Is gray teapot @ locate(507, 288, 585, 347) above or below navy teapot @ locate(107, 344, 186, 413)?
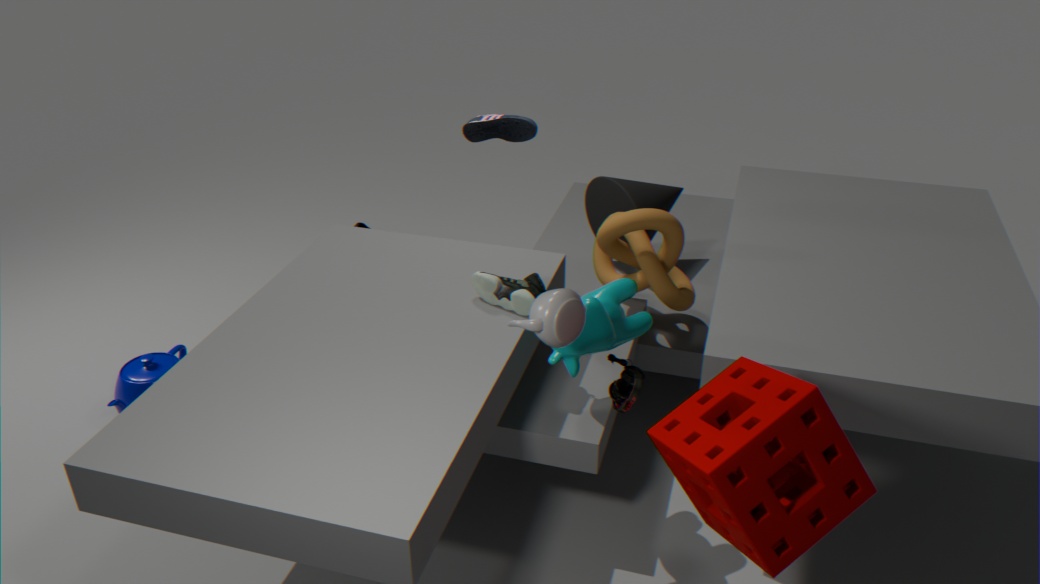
above
